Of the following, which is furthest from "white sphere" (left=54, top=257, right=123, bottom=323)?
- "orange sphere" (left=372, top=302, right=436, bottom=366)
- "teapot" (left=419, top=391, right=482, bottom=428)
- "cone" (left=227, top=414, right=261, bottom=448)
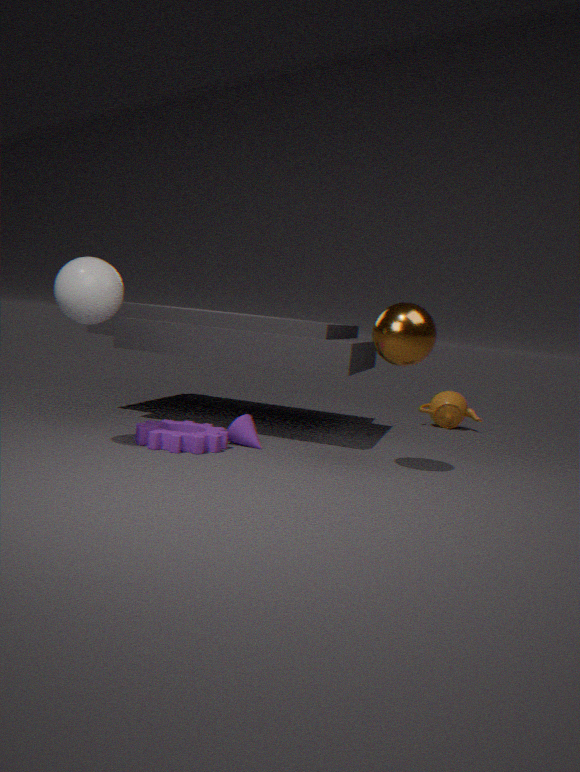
"teapot" (left=419, top=391, right=482, bottom=428)
